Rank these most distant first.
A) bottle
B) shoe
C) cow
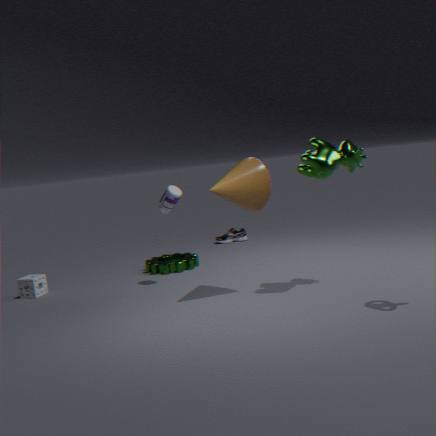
shoe < bottle < cow
